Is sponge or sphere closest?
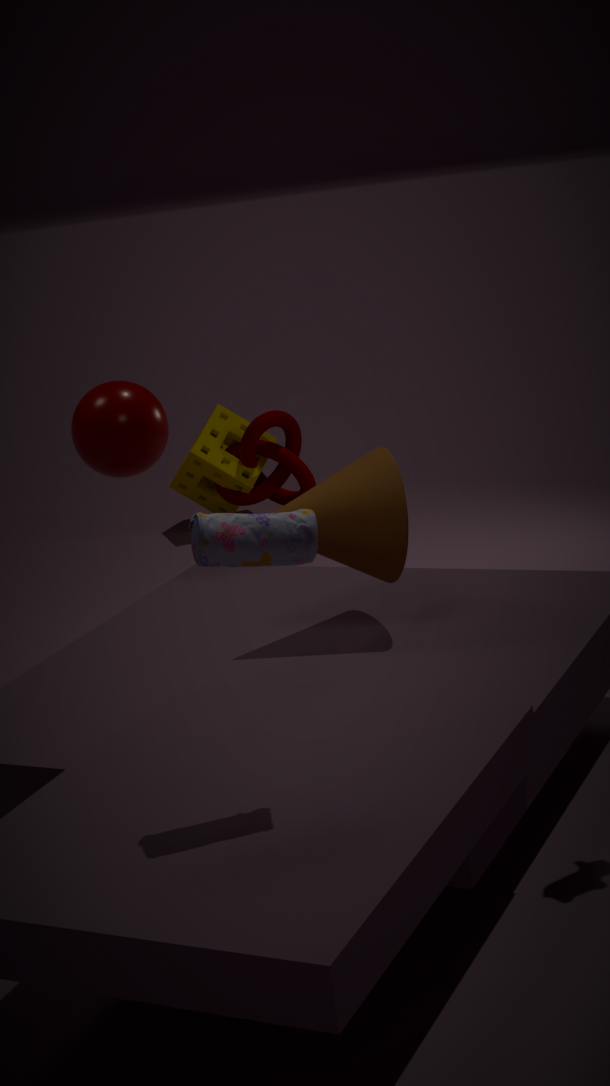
sphere
